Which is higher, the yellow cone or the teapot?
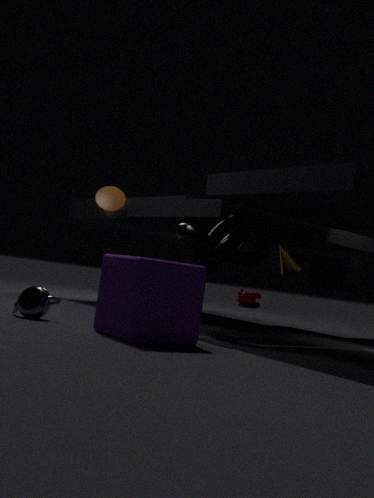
the yellow cone
